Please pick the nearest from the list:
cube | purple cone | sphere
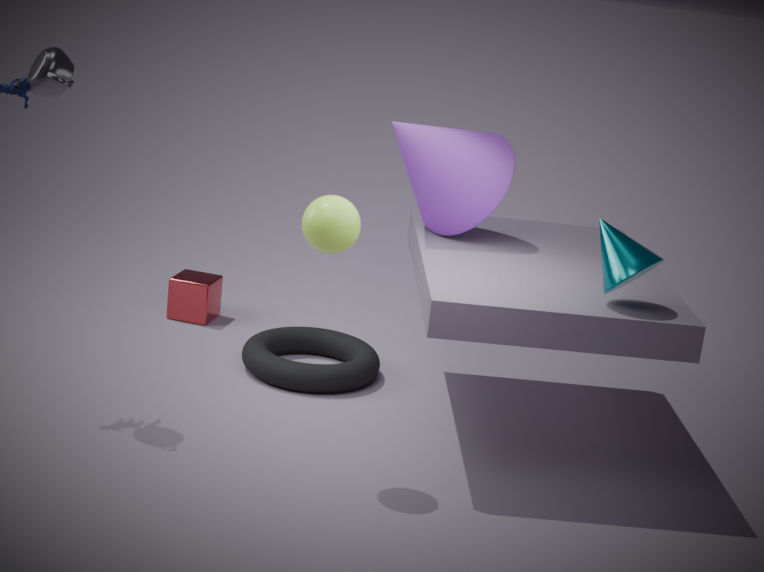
sphere
